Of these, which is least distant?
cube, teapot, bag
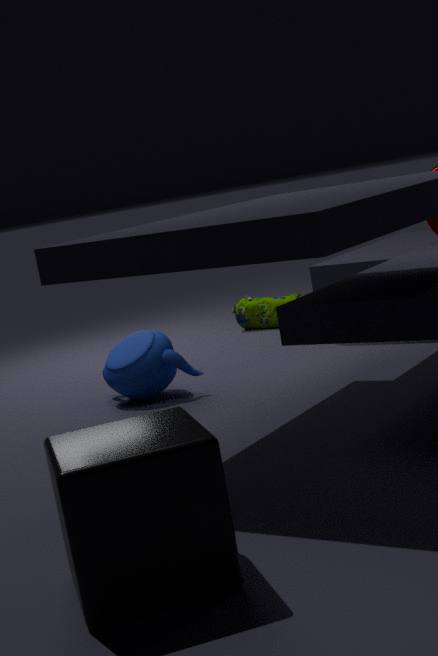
cube
